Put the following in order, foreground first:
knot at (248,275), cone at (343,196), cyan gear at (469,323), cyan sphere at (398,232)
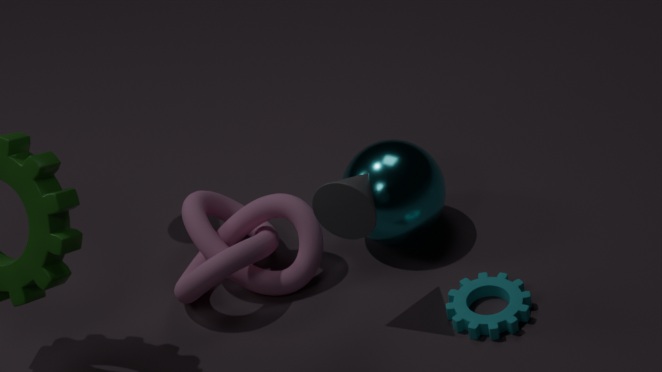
cone at (343,196), cyan gear at (469,323), knot at (248,275), cyan sphere at (398,232)
